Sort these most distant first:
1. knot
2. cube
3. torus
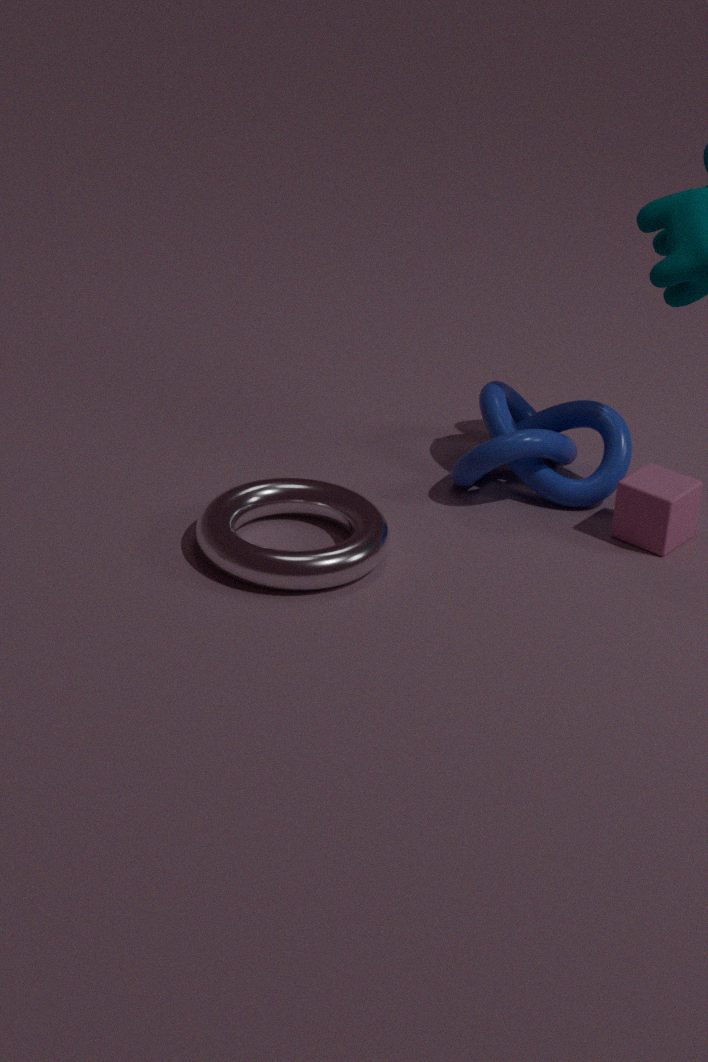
1. knot
2. cube
3. torus
